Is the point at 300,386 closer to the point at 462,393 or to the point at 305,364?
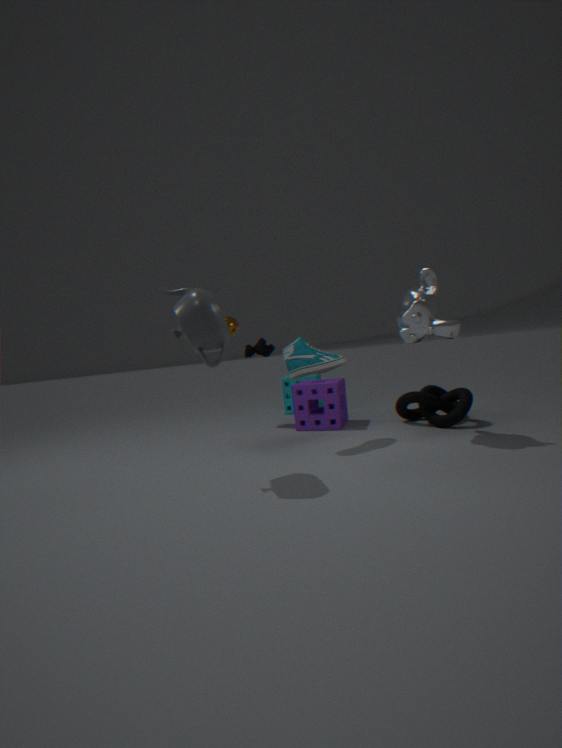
Answer: the point at 305,364
